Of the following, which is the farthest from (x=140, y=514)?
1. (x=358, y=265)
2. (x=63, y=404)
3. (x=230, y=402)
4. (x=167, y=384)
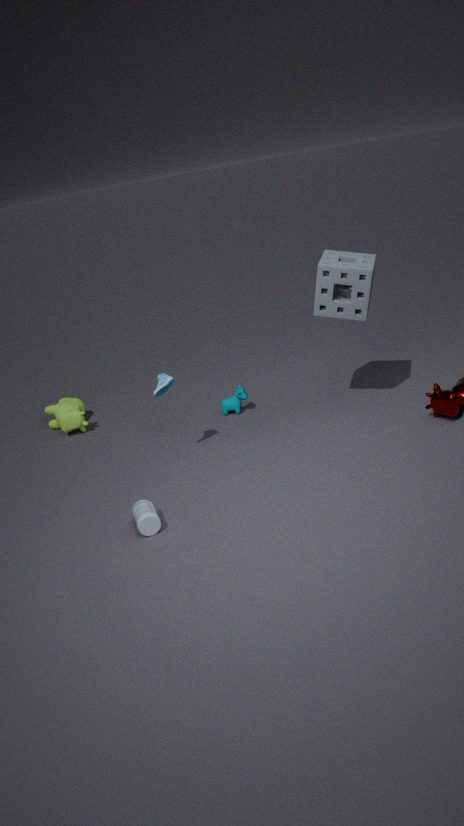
(x=358, y=265)
